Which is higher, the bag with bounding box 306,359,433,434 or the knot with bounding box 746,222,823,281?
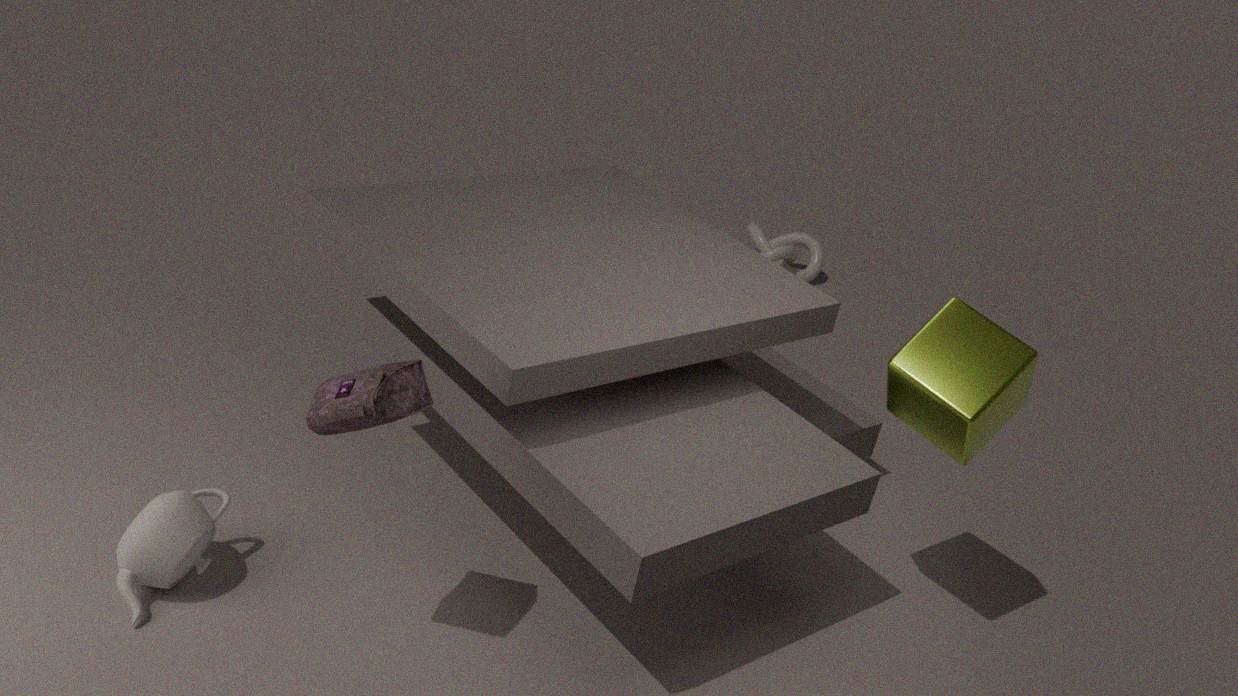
the bag with bounding box 306,359,433,434
